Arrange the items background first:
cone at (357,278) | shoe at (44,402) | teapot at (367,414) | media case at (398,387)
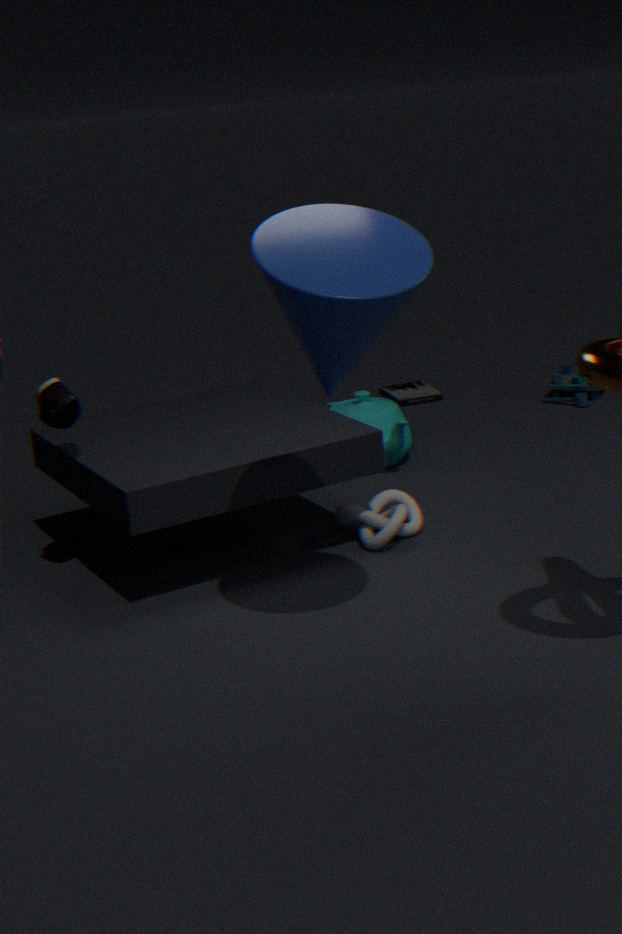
media case at (398,387) → teapot at (367,414) → shoe at (44,402) → cone at (357,278)
